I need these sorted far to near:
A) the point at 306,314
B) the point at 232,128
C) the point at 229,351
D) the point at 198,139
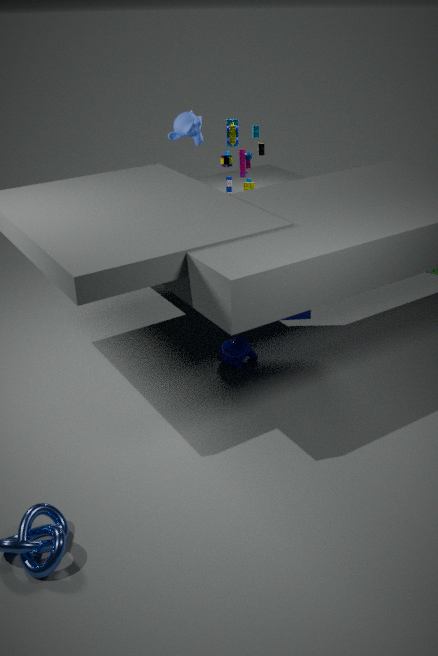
1. the point at 232,128
2. the point at 198,139
3. the point at 229,351
4. the point at 306,314
